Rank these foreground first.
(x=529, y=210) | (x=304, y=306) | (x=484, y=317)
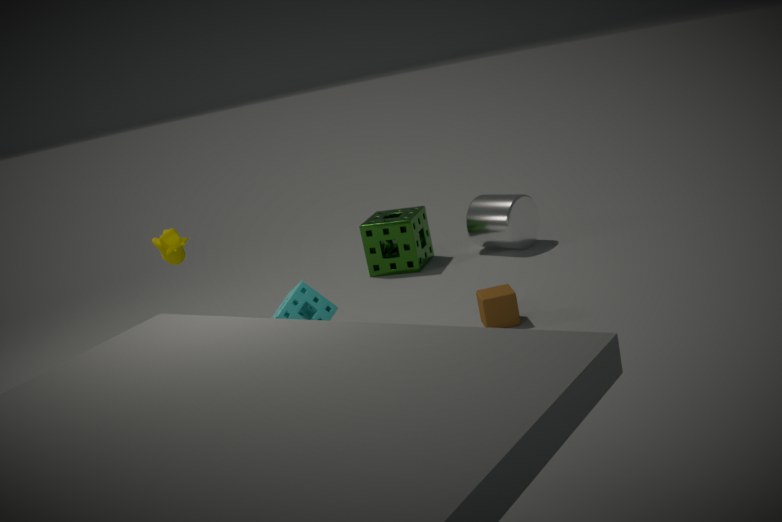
(x=304, y=306) < (x=484, y=317) < (x=529, y=210)
